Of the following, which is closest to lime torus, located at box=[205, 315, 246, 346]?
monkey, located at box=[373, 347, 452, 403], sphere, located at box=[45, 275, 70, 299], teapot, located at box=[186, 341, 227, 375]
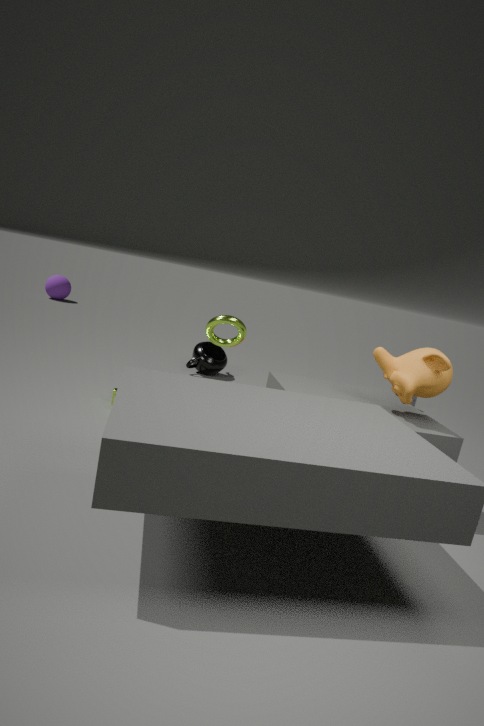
monkey, located at box=[373, 347, 452, 403]
